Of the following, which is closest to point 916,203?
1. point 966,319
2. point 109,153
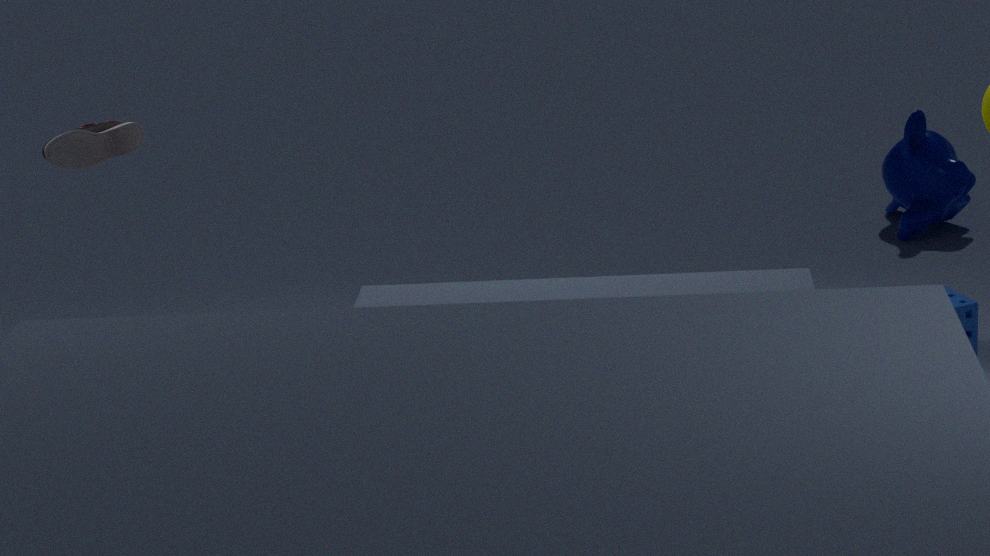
point 966,319
